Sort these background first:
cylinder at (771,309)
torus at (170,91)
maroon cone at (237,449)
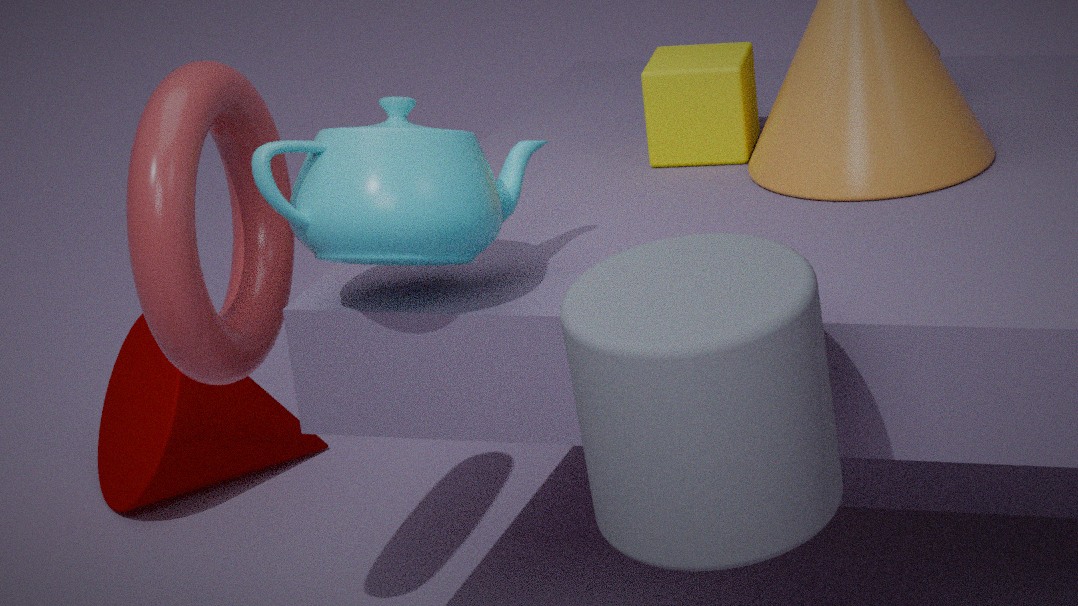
1. maroon cone at (237,449)
2. torus at (170,91)
3. cylinder at (771,309)
